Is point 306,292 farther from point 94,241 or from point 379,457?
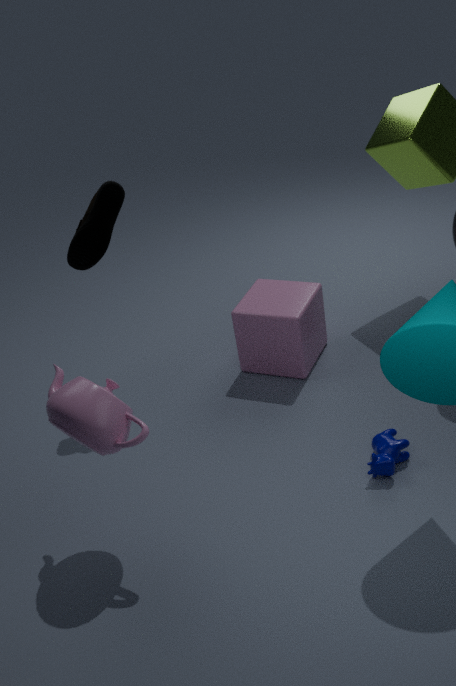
point 94,241
